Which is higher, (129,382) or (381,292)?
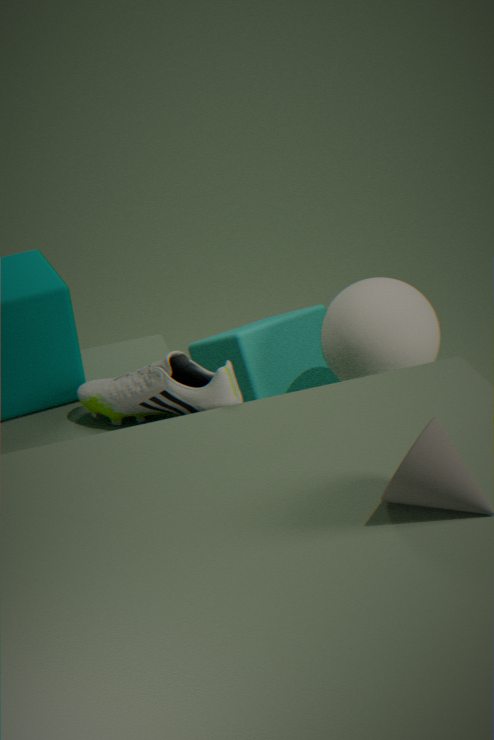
(129,382)
